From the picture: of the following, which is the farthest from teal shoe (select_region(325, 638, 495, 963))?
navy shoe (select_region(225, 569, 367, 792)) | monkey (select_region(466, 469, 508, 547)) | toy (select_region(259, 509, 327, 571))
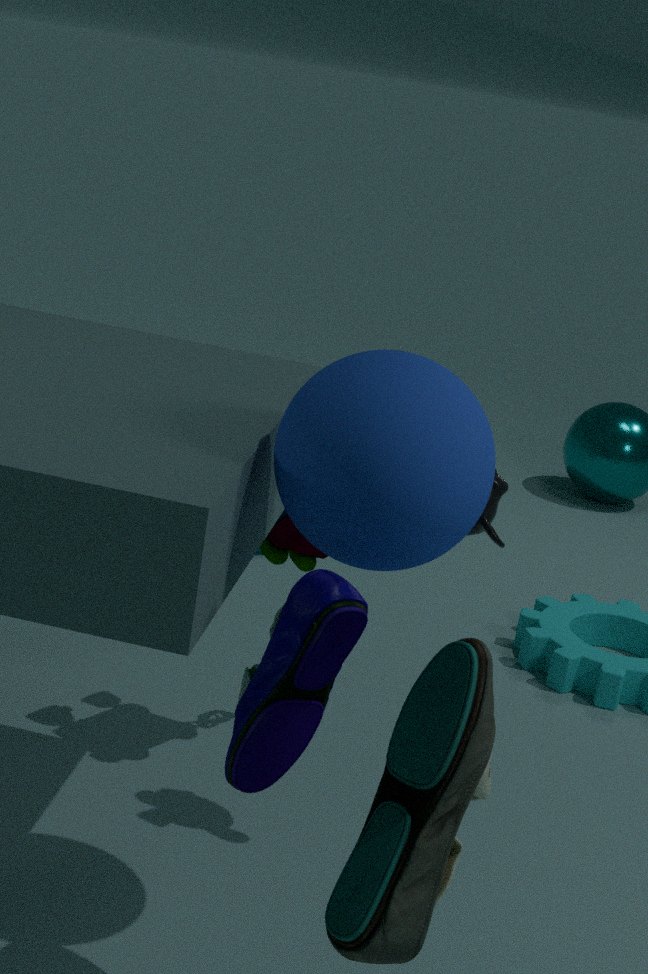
toy (select_region(259, 509, 327, 571))
